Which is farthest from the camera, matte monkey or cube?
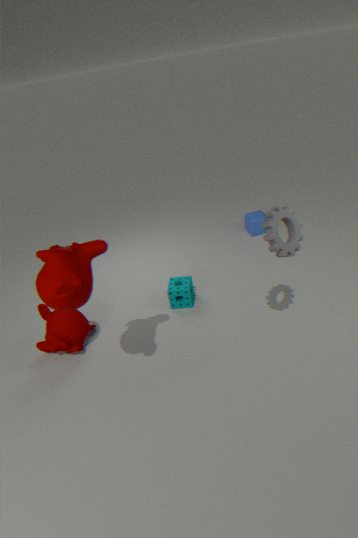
cube
